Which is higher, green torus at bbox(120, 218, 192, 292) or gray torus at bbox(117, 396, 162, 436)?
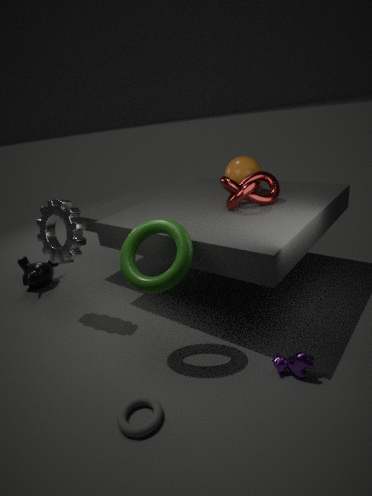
green torus at bbox(120, 218, 192, 292)
